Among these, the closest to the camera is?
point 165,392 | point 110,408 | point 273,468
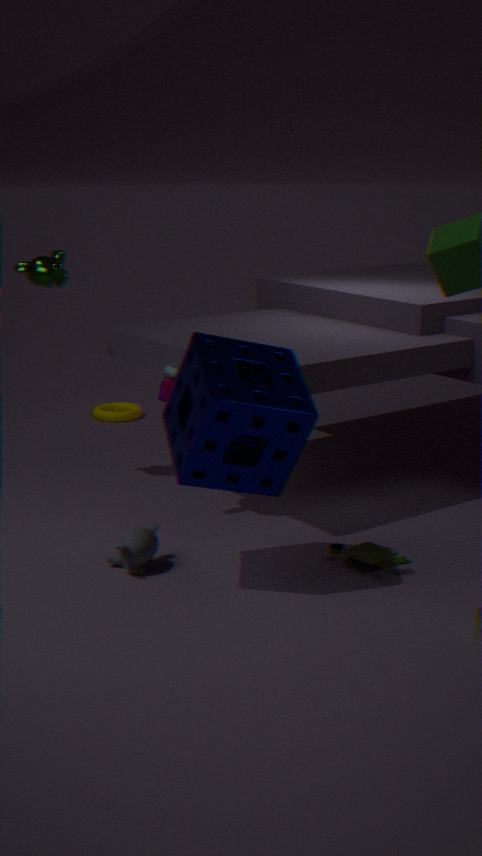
point 273,468
